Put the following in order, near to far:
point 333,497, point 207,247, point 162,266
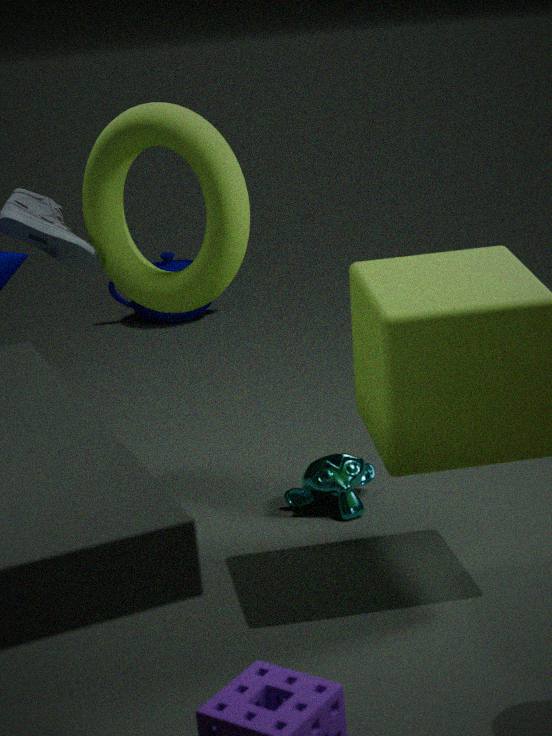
1. point 207,247
2. point 333,497
3. point 162,266
